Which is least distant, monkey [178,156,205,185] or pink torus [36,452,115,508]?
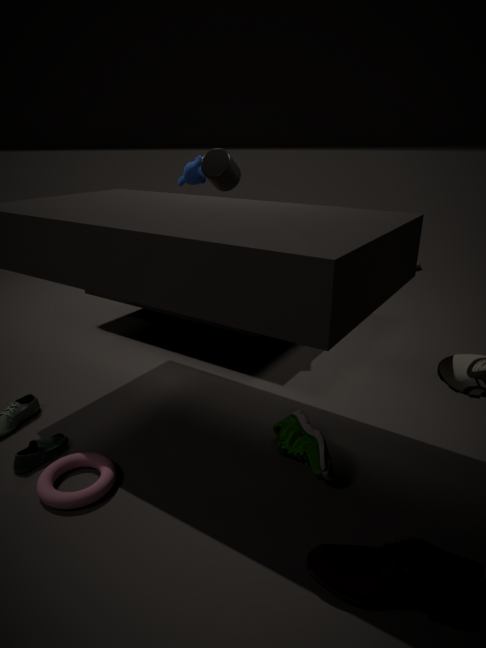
pink torus [36,452,115,508]
